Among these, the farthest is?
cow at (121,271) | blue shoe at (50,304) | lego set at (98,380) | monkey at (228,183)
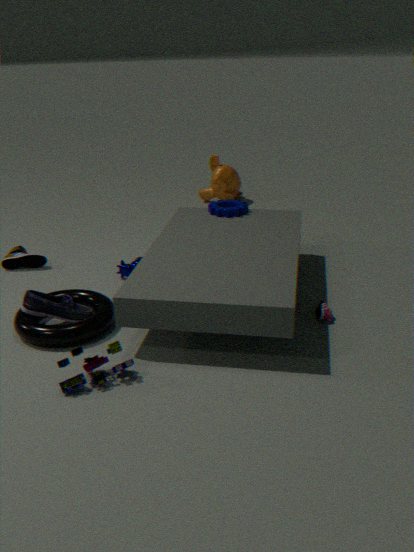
monkey at (228,183)
